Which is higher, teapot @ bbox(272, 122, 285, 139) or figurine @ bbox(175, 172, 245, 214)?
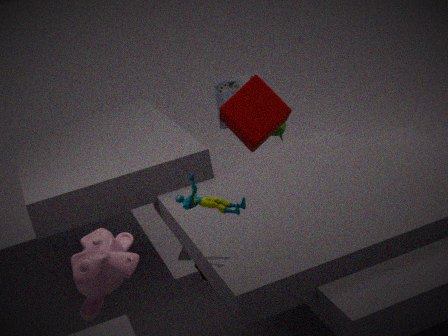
figurine @ bbox(175, 172, 245, 214)
